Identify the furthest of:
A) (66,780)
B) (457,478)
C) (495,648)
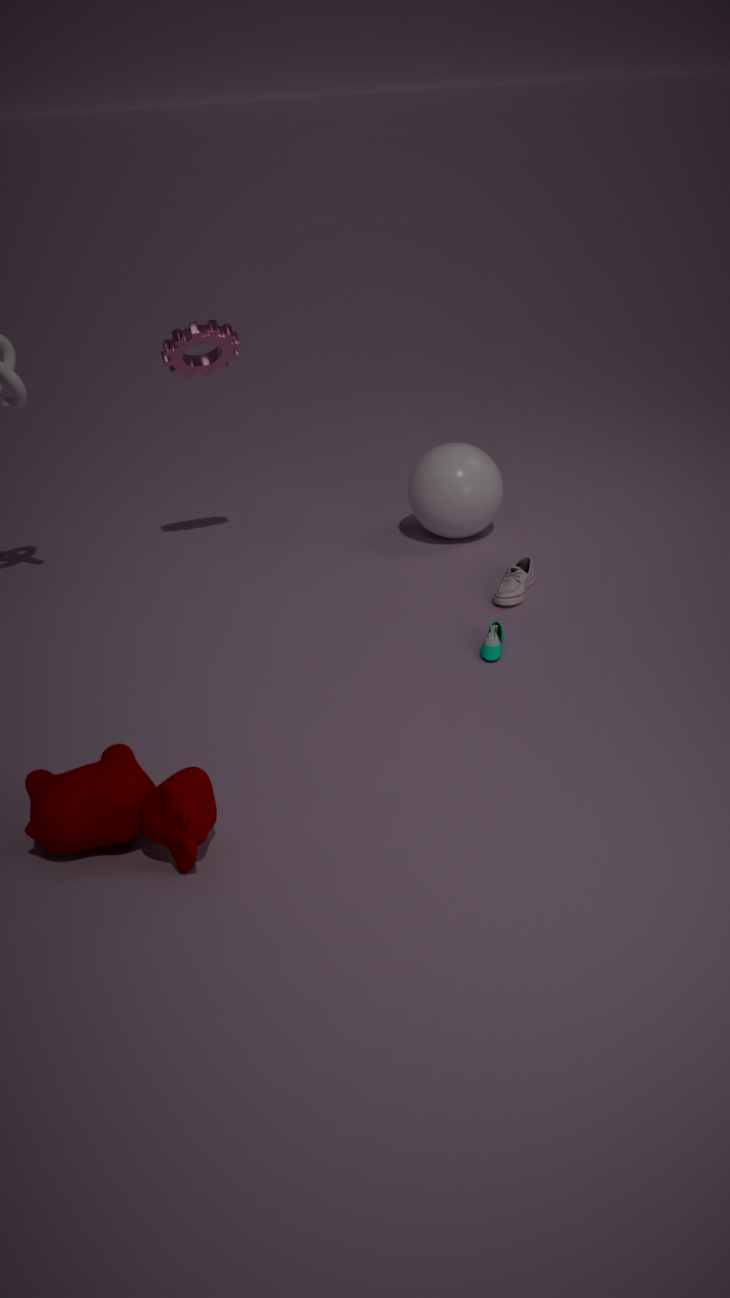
(457,478)
